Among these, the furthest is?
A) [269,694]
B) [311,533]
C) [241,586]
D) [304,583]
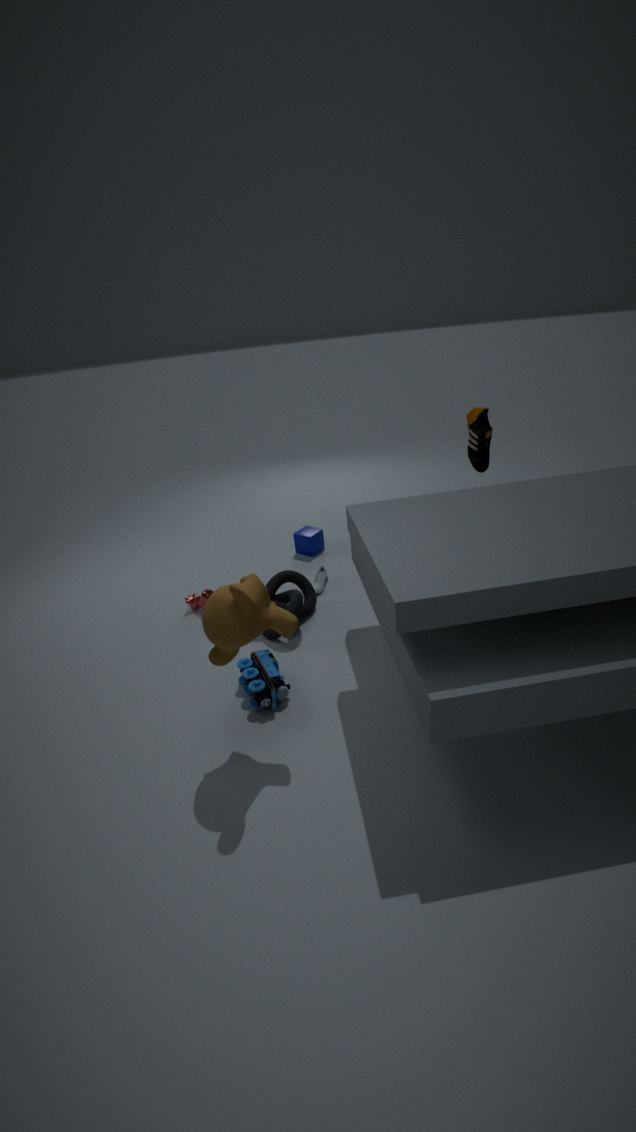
[311,533]
